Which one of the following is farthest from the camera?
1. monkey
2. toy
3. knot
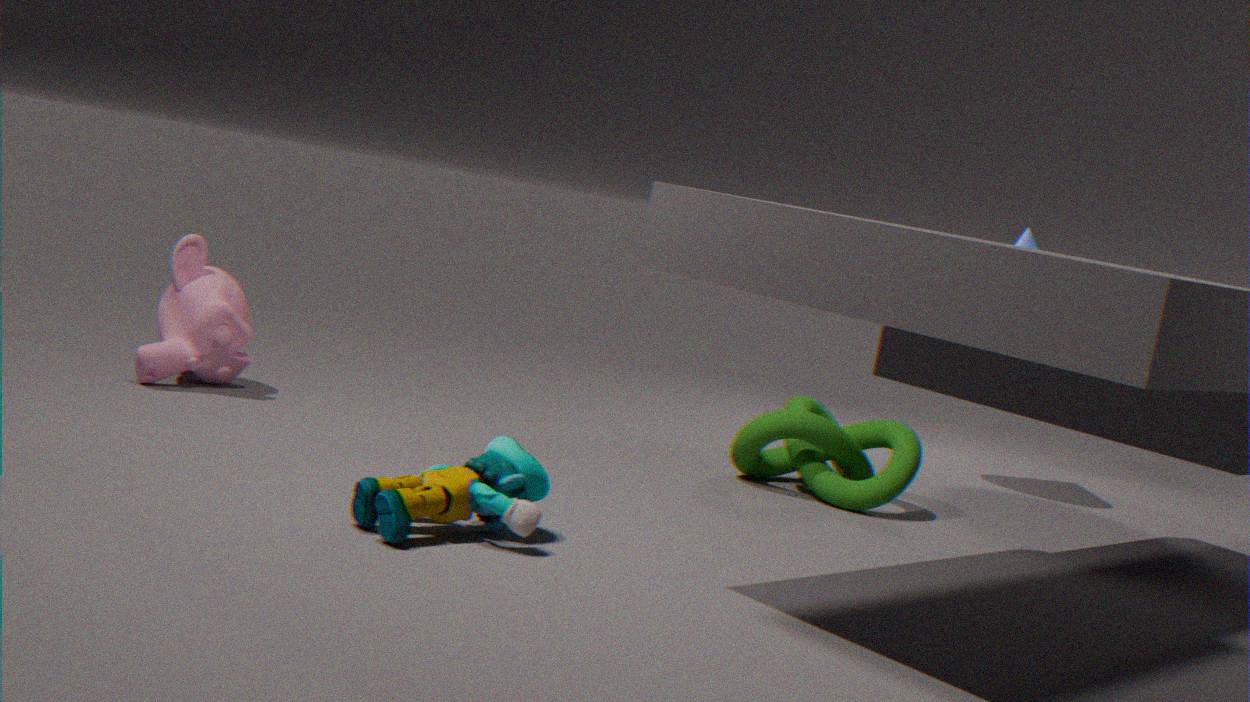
knot
